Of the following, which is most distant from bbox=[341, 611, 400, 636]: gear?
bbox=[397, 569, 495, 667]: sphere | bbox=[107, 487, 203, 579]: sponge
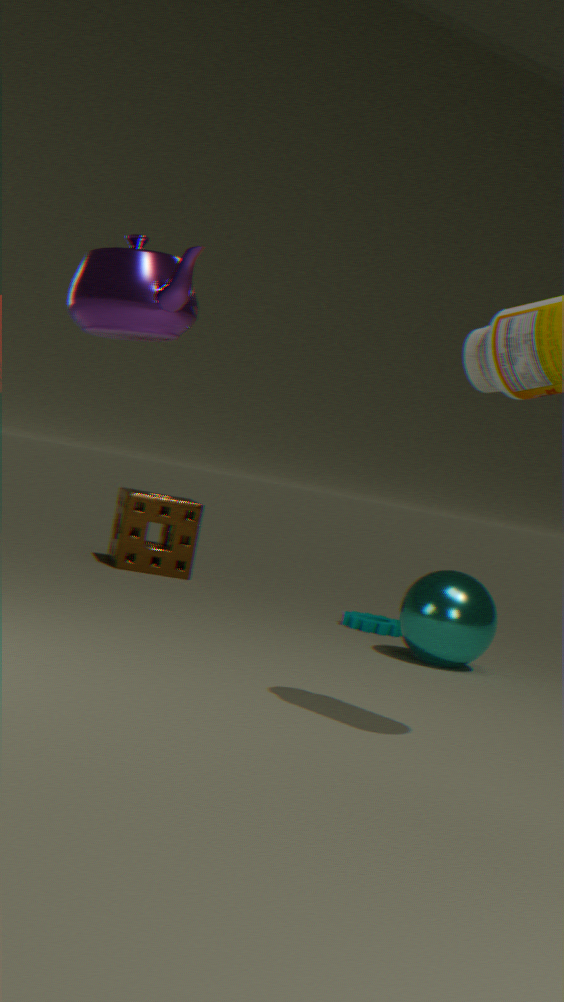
bbox=[107, 487, 203, 579]: sponge
